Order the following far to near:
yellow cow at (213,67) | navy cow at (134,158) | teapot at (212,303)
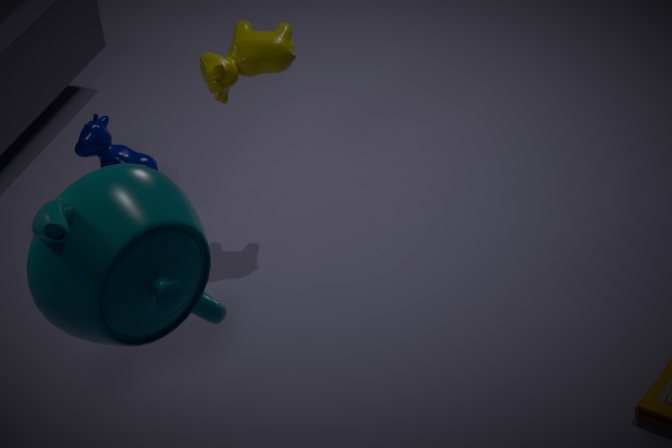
navy cow at (134,158), yellow cow at (213,67), teapot at (212,303)
